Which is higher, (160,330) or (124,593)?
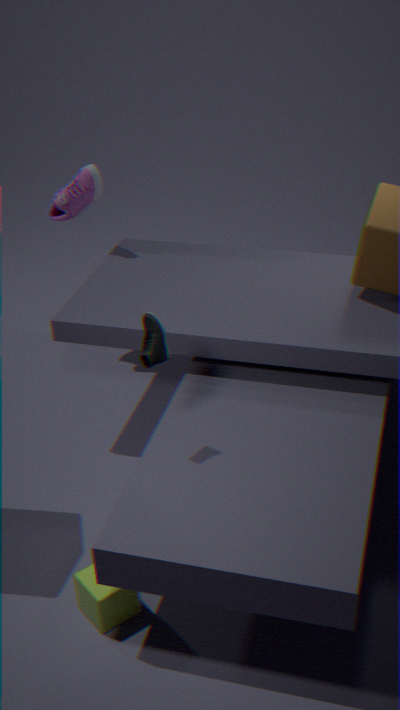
(160,330)
